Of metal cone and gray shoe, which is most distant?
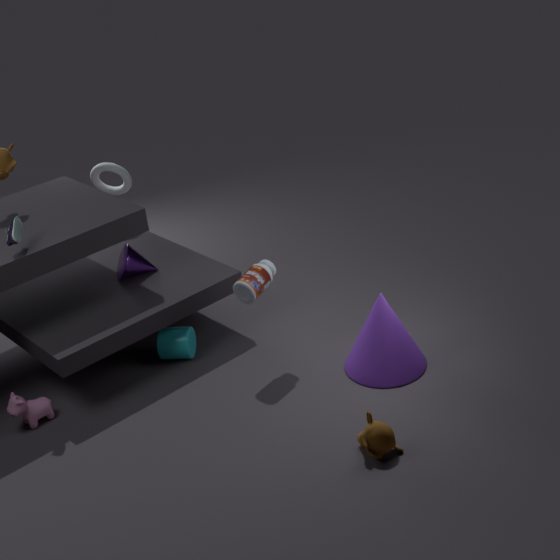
metal cone
